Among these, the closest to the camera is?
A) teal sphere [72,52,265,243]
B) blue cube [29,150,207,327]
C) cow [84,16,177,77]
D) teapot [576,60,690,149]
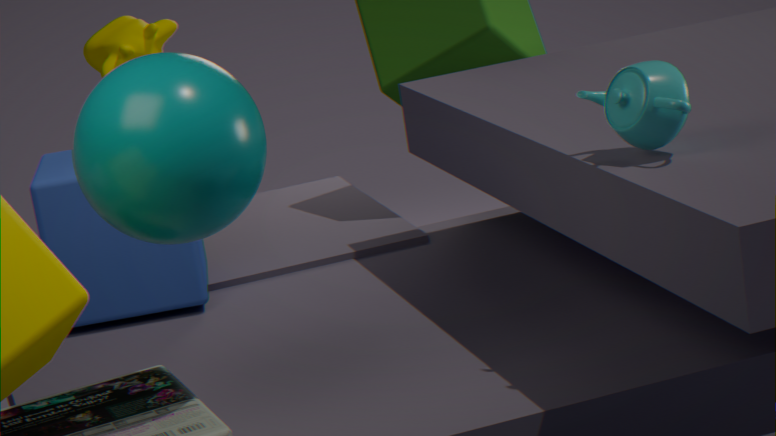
teal sphere [72,52,265,243]
